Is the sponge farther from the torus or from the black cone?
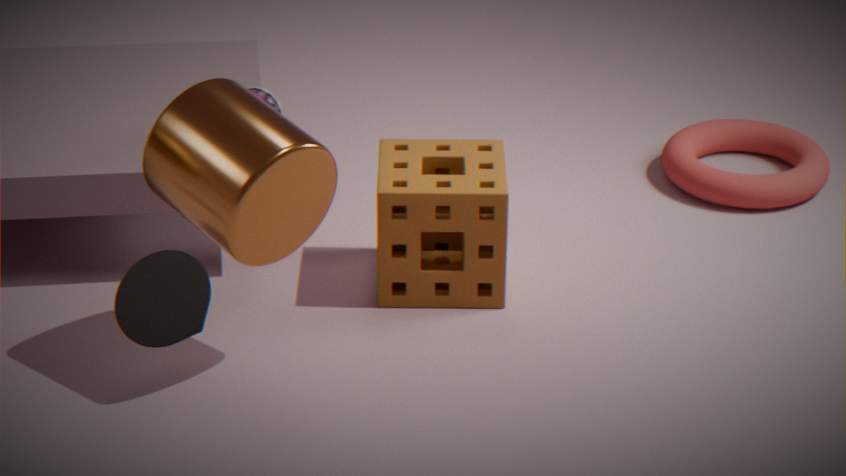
the black cone
